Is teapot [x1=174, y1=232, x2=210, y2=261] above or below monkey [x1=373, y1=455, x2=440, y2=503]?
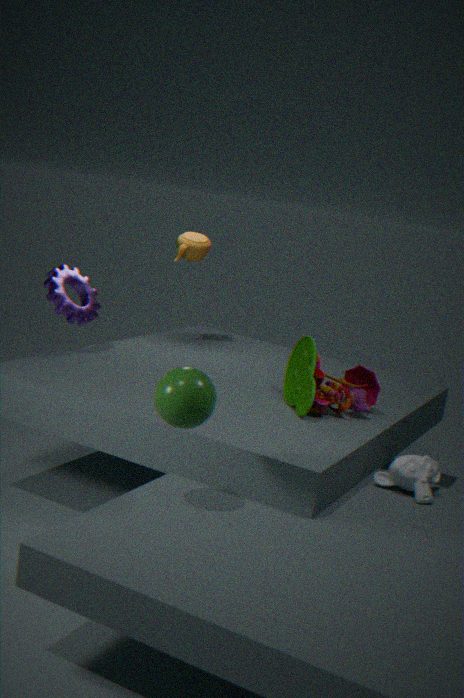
above
